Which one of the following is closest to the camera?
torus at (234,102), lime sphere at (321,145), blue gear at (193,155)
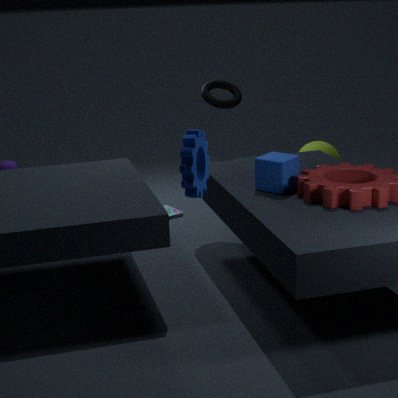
blue gear at (193,155)
